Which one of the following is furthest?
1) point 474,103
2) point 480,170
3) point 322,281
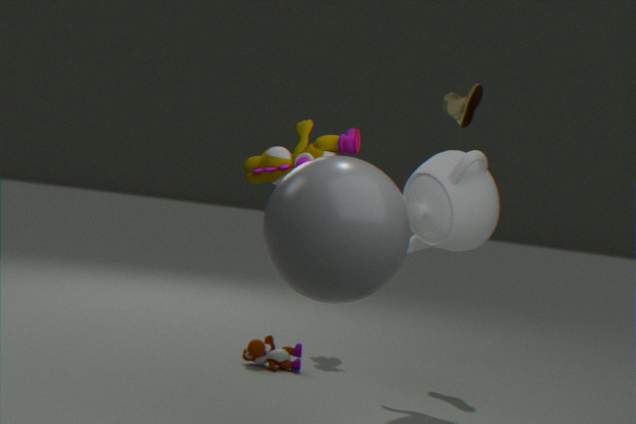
1. point 474,103
